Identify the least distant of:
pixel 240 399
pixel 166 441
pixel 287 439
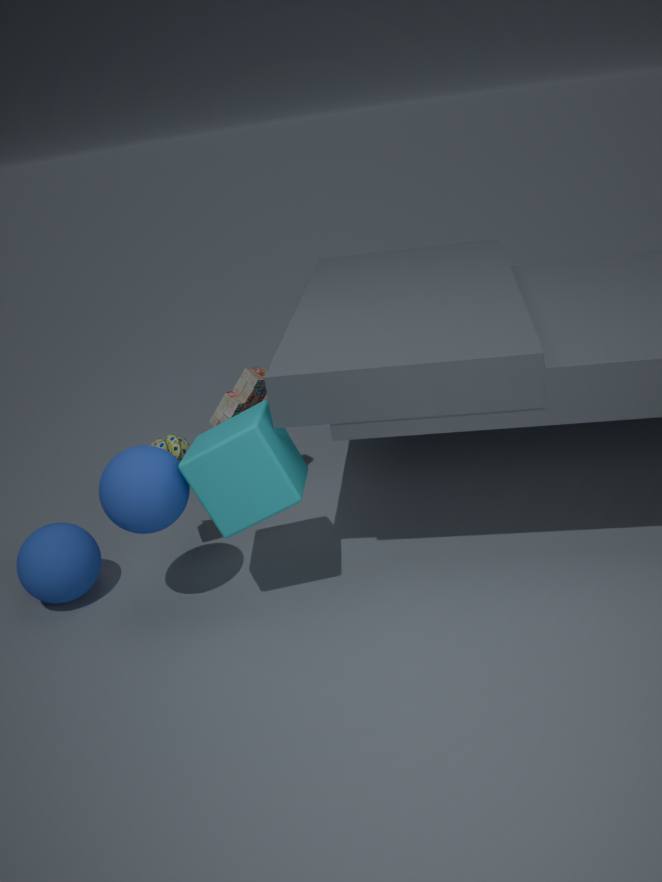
pixel 287 439
